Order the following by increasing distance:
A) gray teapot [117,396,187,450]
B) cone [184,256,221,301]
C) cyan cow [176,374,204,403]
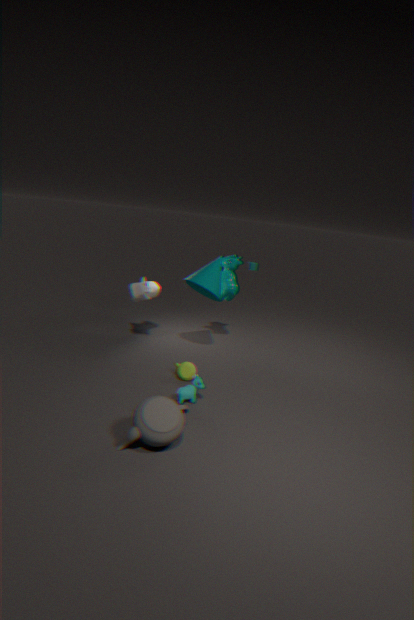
gray teapot [117,396,187,450] < cyan cow [176,374,204,403] < cone [184,256,221,301]
